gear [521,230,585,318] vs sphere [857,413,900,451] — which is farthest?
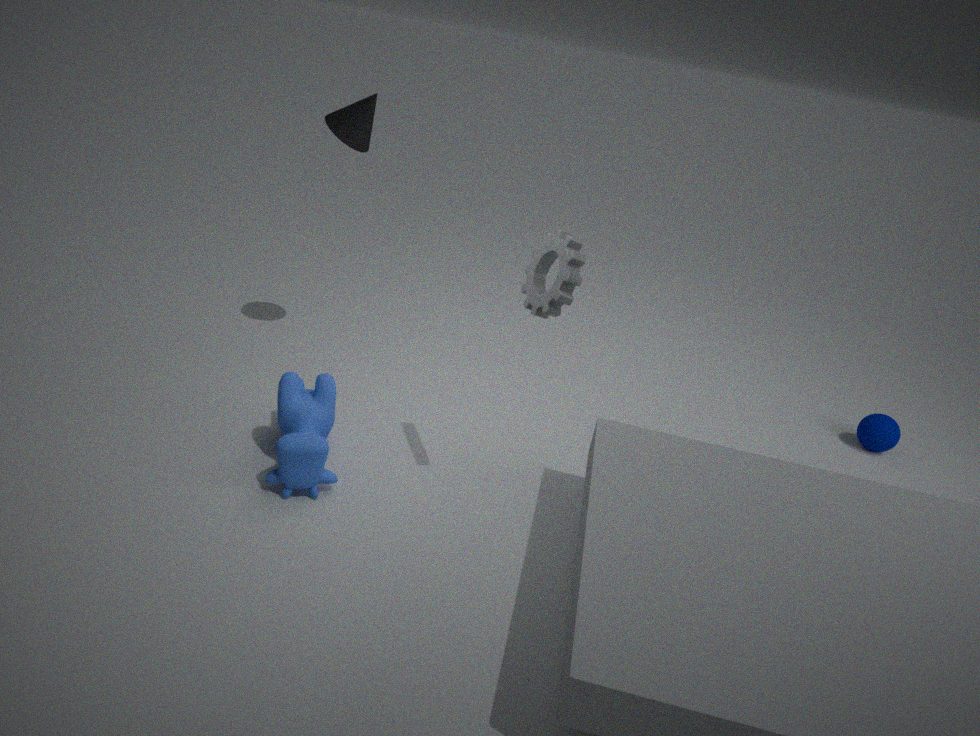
sphere [857,413,900,451]
